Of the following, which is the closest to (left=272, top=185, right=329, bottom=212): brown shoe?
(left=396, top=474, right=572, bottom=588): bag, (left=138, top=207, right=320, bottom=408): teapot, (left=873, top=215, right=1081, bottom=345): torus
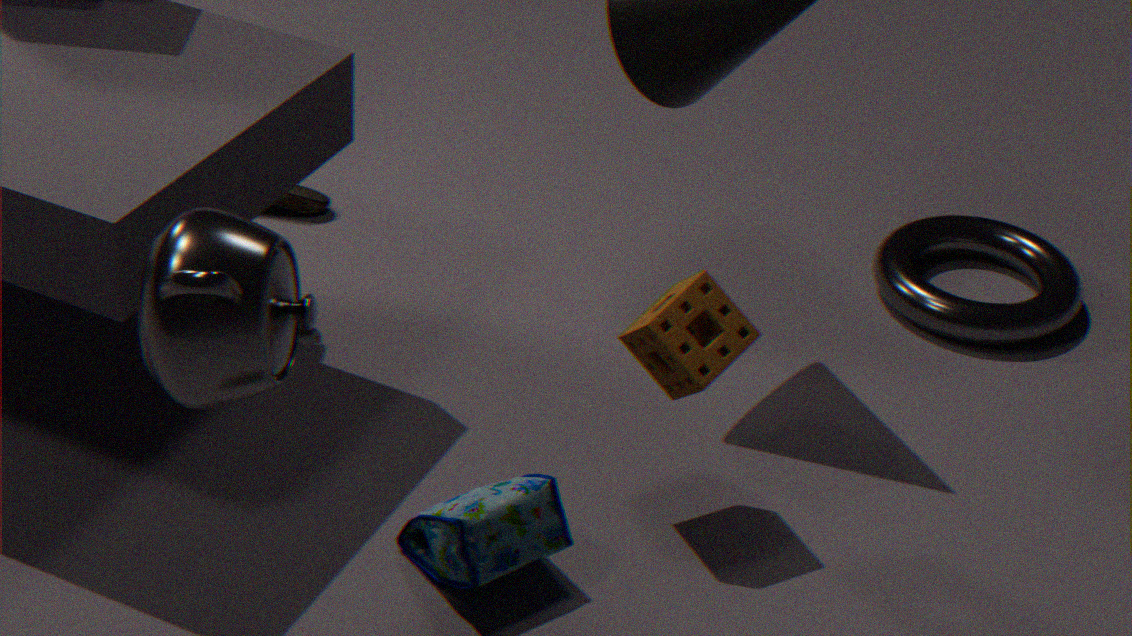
(left=396, top=474, right=572, bottom=588): bag
